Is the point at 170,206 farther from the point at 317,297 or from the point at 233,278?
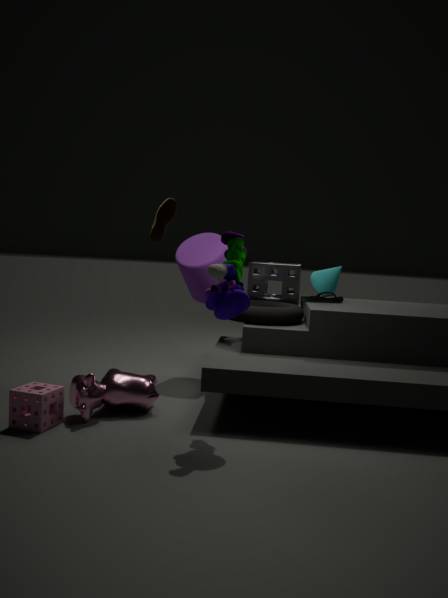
the point at 233,278
